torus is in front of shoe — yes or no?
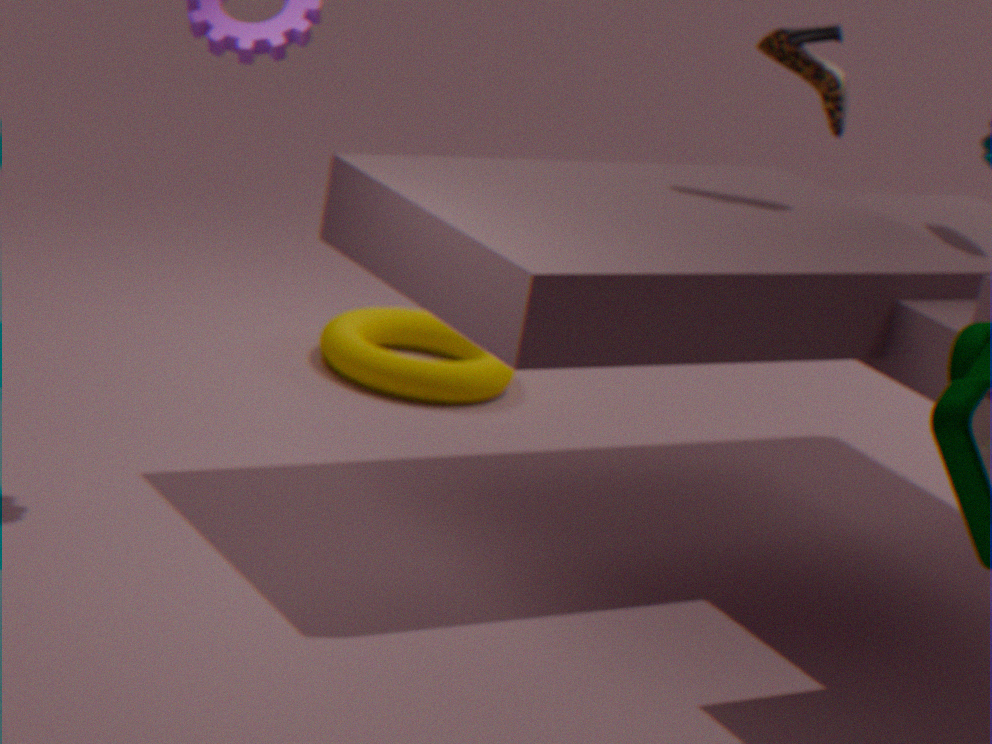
No
